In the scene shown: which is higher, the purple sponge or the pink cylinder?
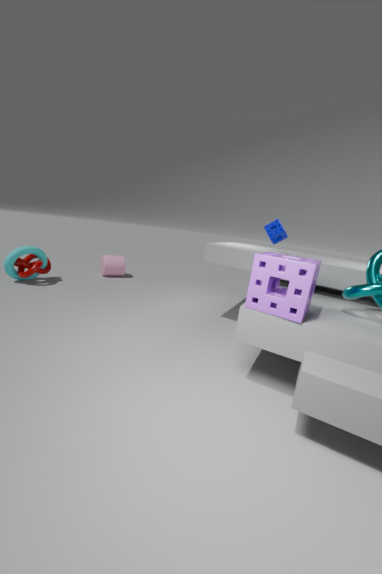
the purple sponge
